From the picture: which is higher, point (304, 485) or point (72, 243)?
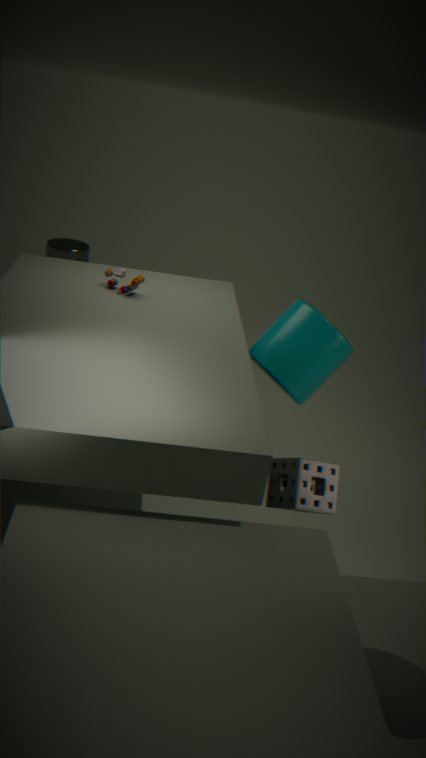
point (304, 485)
